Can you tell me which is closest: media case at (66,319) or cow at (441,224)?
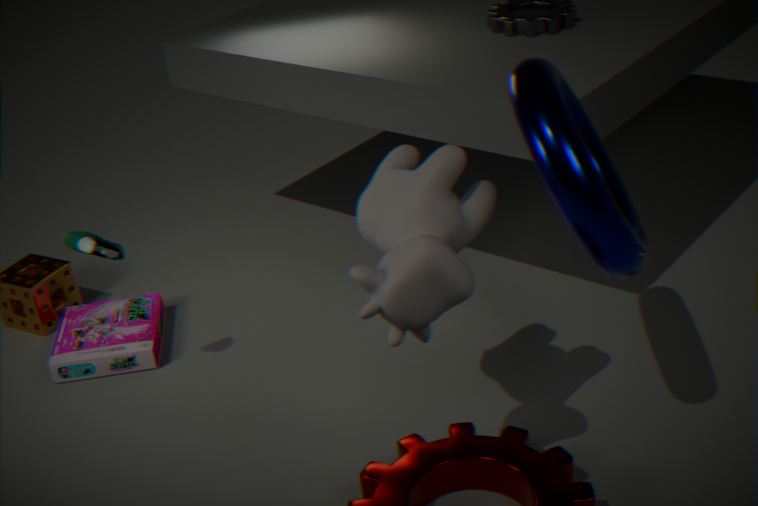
cow at (441,224)
